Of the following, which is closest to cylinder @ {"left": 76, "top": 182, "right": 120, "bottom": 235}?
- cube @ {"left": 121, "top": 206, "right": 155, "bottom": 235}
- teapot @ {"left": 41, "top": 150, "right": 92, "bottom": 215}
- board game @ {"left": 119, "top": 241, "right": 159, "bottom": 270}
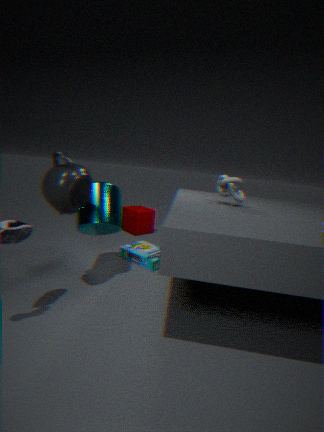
teapot @ {"left": 41, "top": 150, "right": 92, "bottom": 215}
